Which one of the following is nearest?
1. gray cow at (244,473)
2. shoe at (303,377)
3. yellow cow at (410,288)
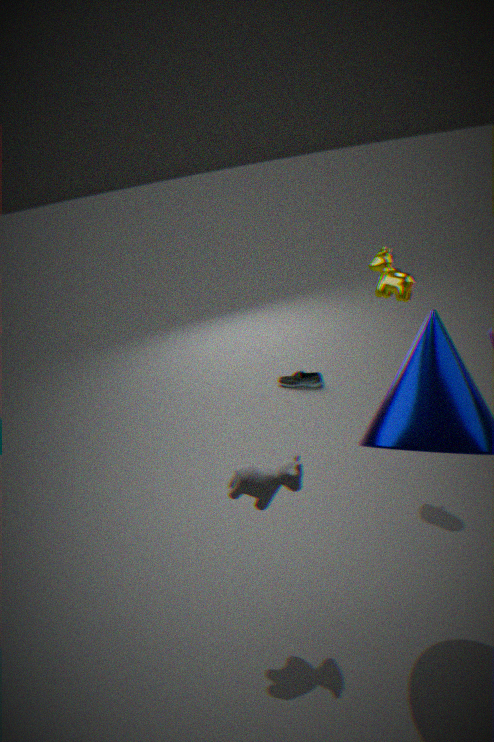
gray cow at (244,473)
